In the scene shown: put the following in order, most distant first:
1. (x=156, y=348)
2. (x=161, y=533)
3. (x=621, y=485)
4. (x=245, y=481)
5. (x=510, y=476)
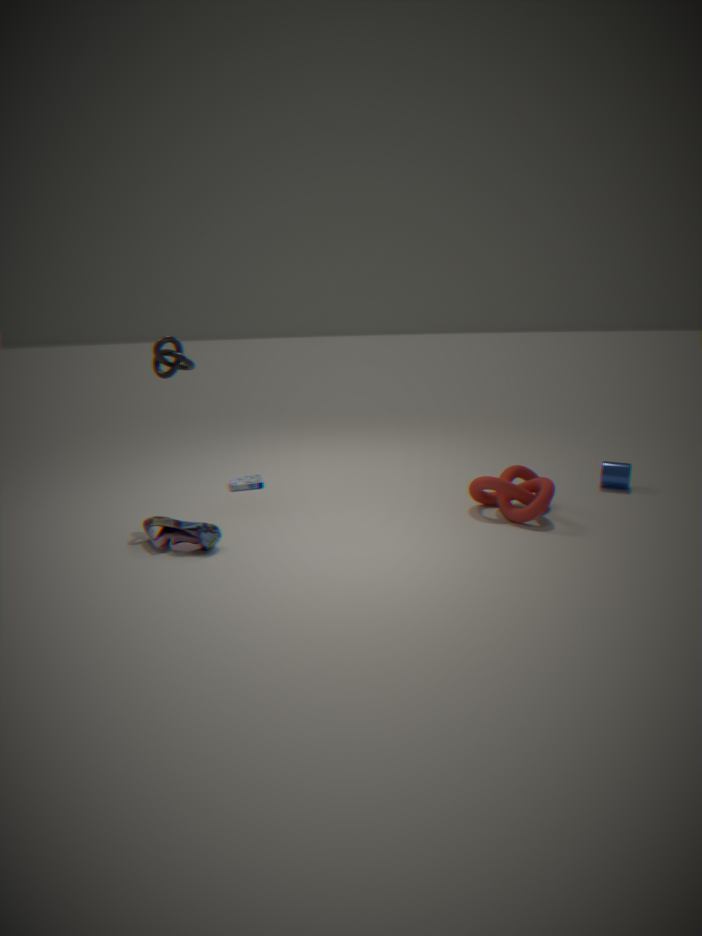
(x=245, y=481)
(x=621, y=485)
(x=510, y=476)
(x=156, y=348)
(x=161, y=533)
